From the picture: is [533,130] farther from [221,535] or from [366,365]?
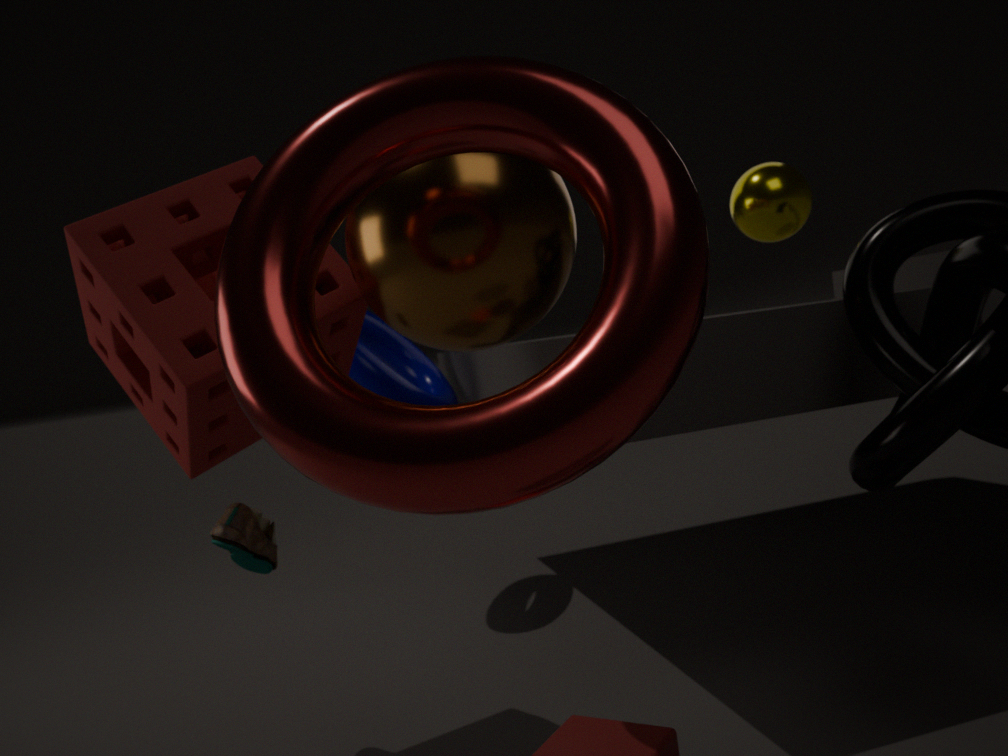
[366,365]
